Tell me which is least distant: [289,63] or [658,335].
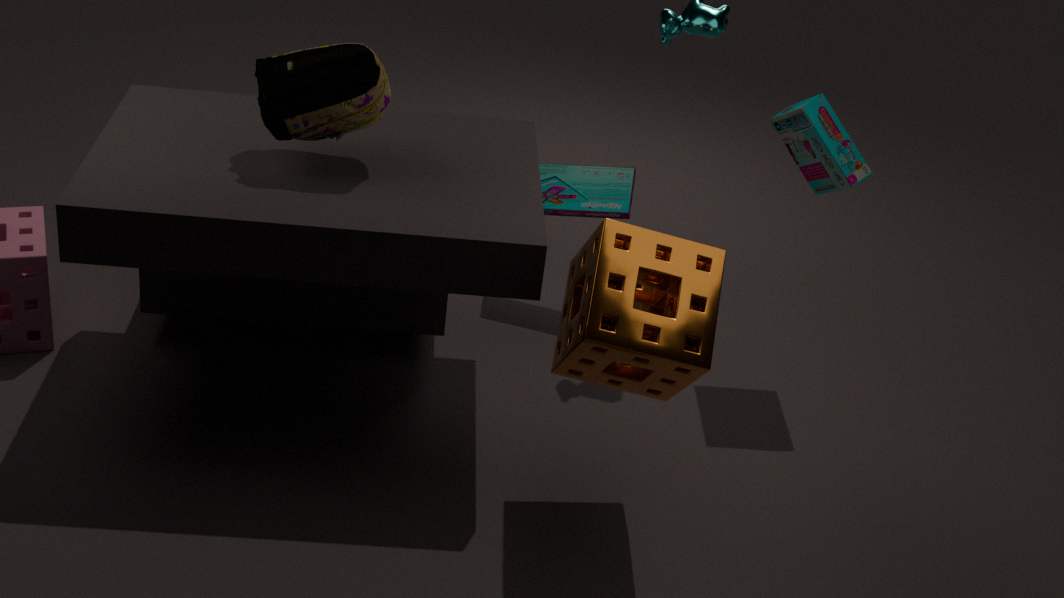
[658,335]
